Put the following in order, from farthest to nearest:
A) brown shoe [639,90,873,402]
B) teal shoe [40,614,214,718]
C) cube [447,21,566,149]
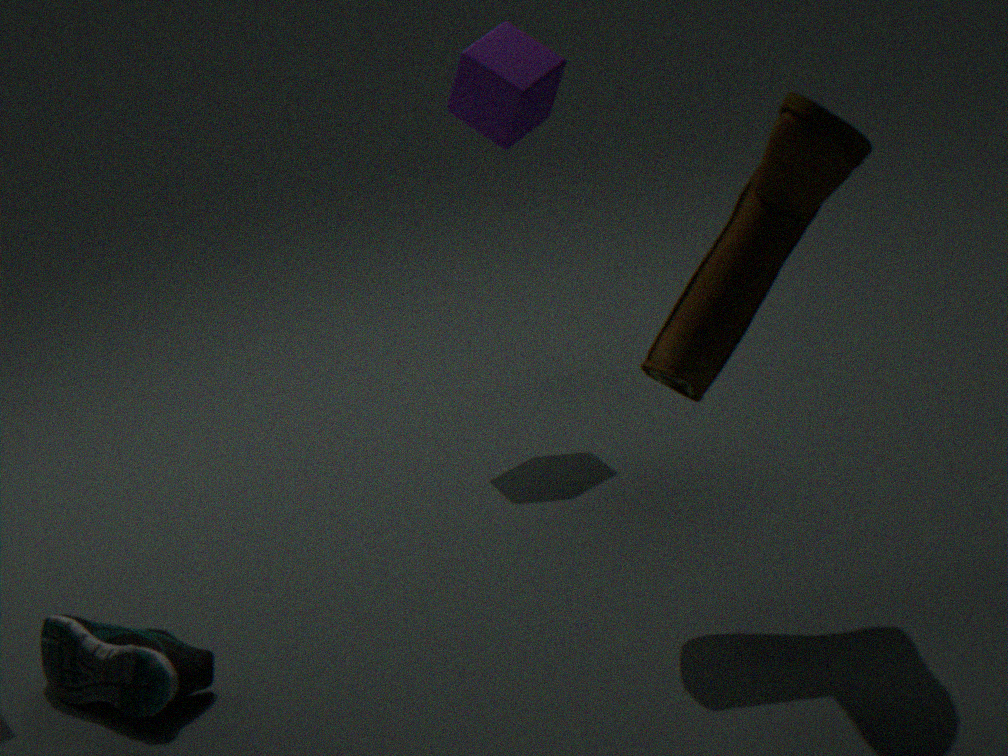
cube [447,21,566,149]
teal shoe [40,614,214,718]
brown shoe [639,90,873,402]
